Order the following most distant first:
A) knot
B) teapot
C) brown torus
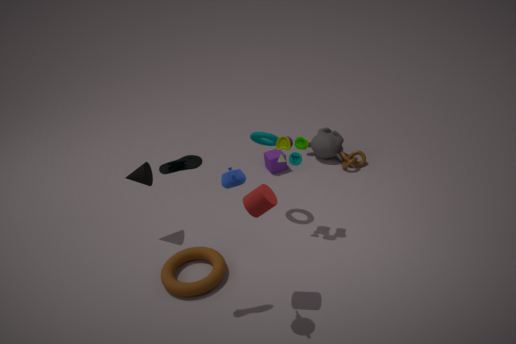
A. knot < C. brown torus < B. teapot
